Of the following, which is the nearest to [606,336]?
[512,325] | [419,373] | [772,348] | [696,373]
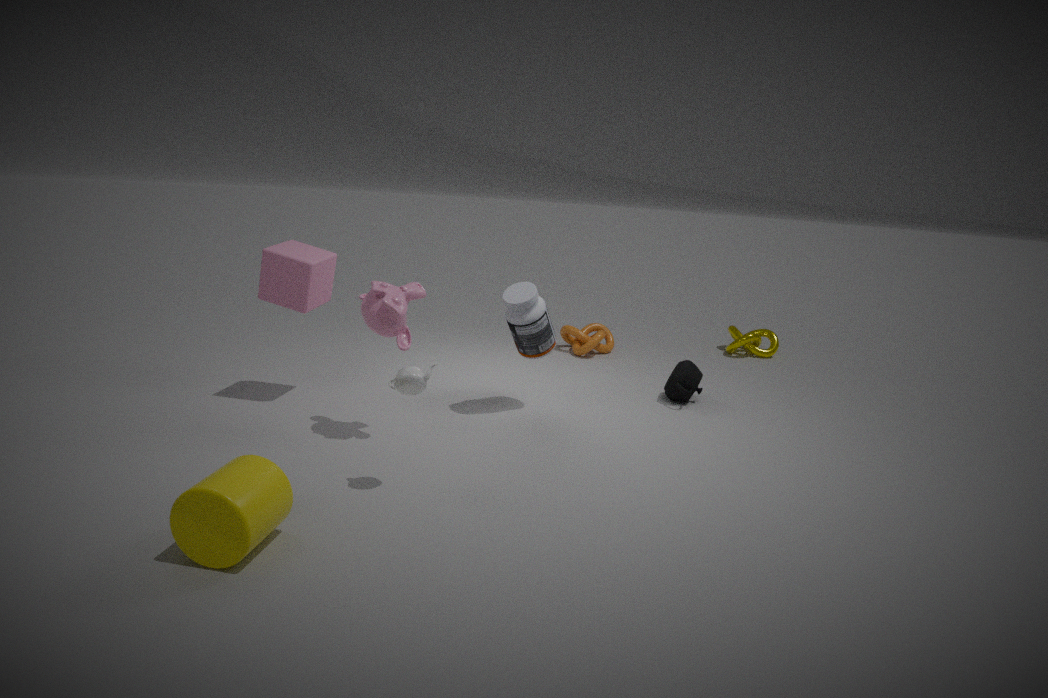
[696,373]
